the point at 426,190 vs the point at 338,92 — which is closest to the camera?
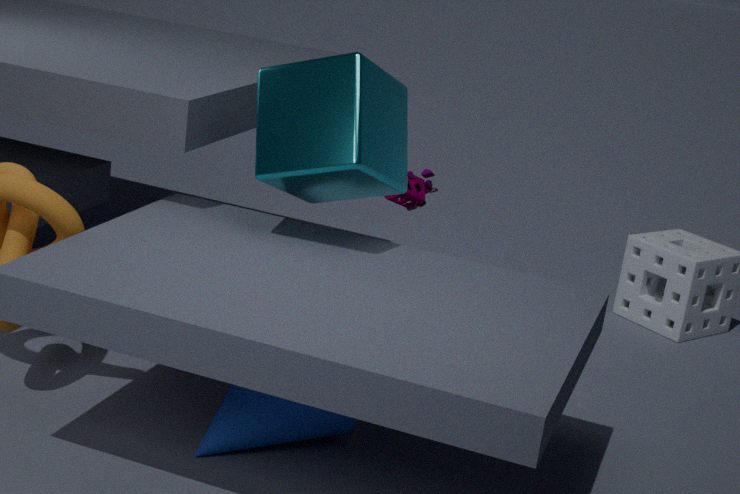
the point at 338,92
